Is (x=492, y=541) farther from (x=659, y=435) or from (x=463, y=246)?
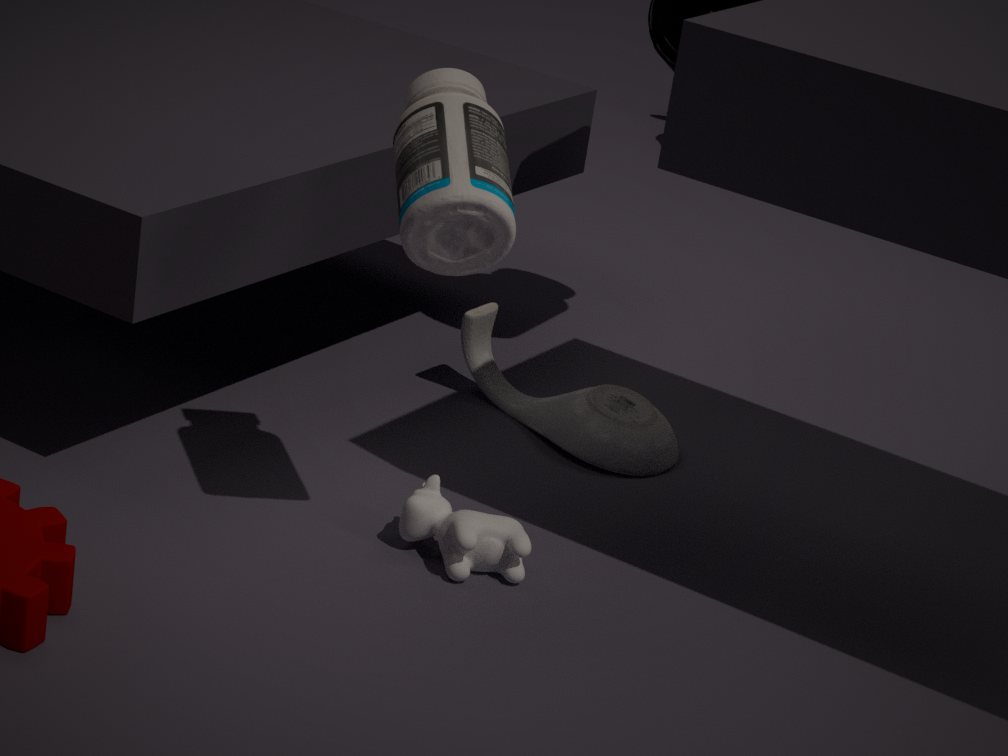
(x=659, y=435)
